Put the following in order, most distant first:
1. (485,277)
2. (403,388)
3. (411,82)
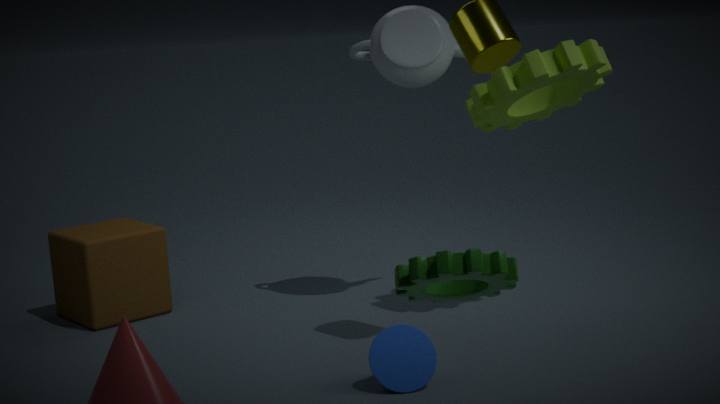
(411,82)
(403,388)
(485,277)
